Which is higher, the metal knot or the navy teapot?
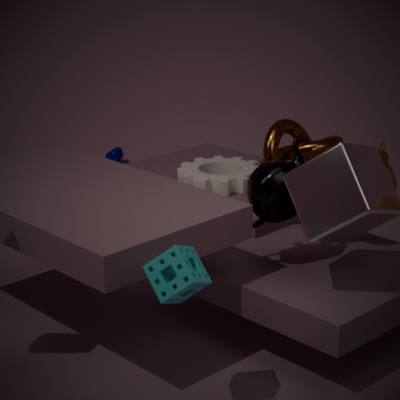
the metal knot
